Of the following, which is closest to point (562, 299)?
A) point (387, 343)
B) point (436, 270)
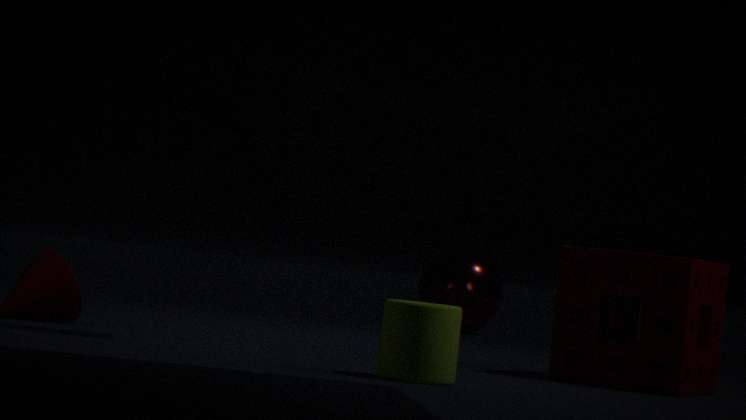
point (387, 343)
